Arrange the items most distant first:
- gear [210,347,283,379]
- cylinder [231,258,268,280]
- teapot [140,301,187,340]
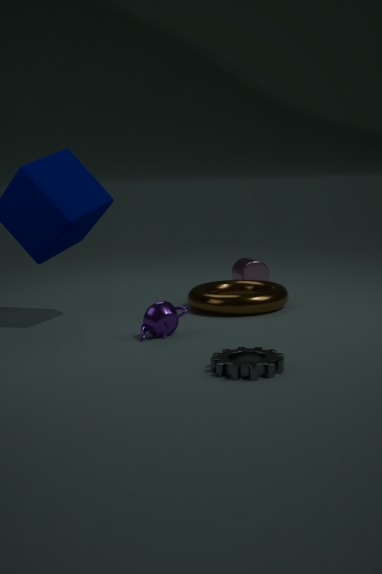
1. cylinder [231,258,268,280]
2. teapot [140,301,187,340]
3. gear [210,347,283,379]
